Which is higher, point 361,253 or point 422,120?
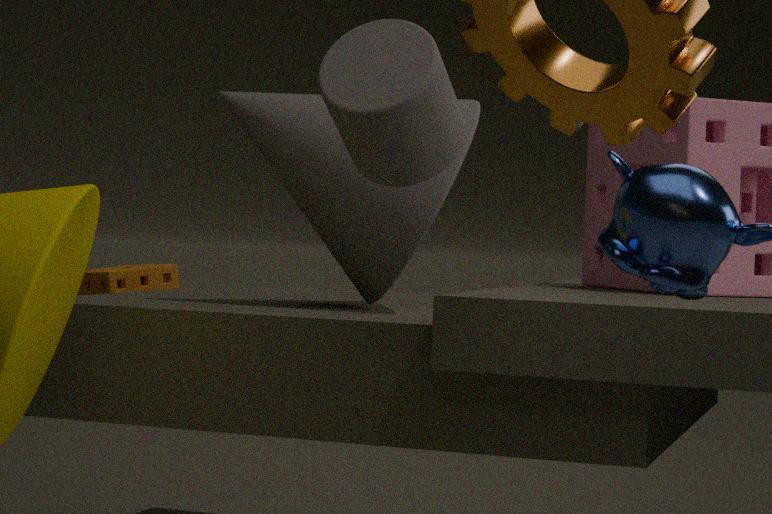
point 422,120
